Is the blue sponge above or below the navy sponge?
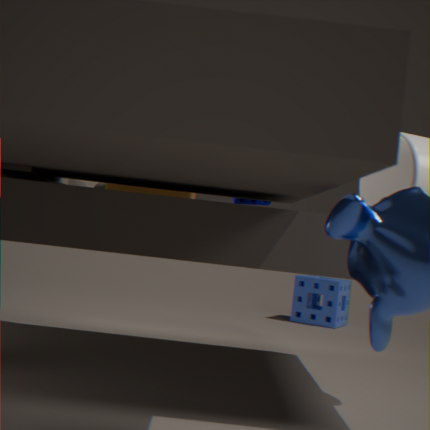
below
